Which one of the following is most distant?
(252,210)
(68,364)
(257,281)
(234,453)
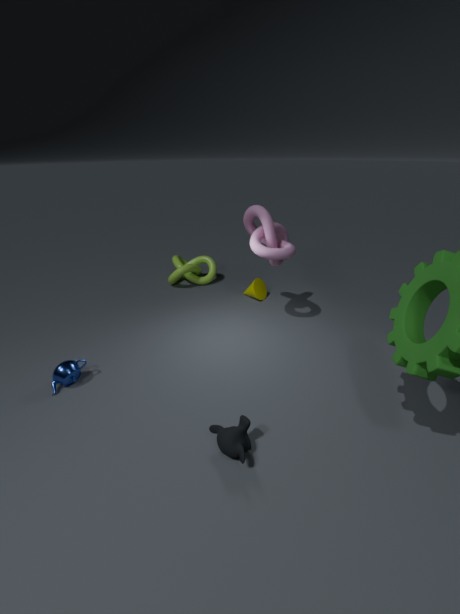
(257,281)
